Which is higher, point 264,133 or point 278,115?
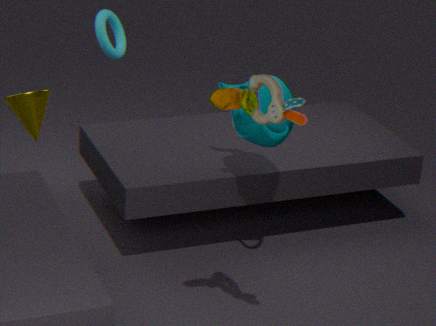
point 278,115
